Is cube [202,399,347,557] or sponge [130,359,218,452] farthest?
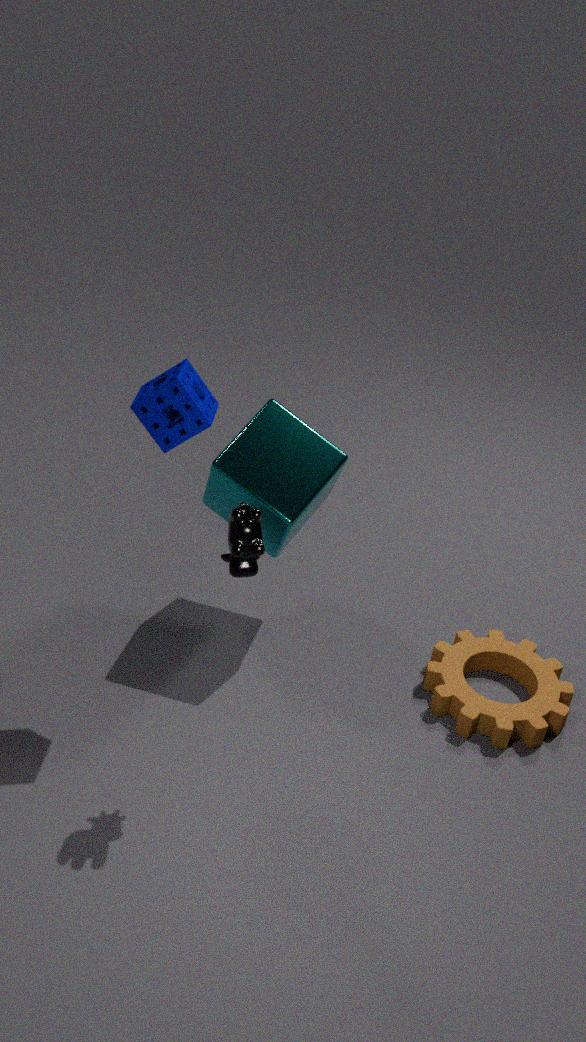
cube [202,399,347,557]
